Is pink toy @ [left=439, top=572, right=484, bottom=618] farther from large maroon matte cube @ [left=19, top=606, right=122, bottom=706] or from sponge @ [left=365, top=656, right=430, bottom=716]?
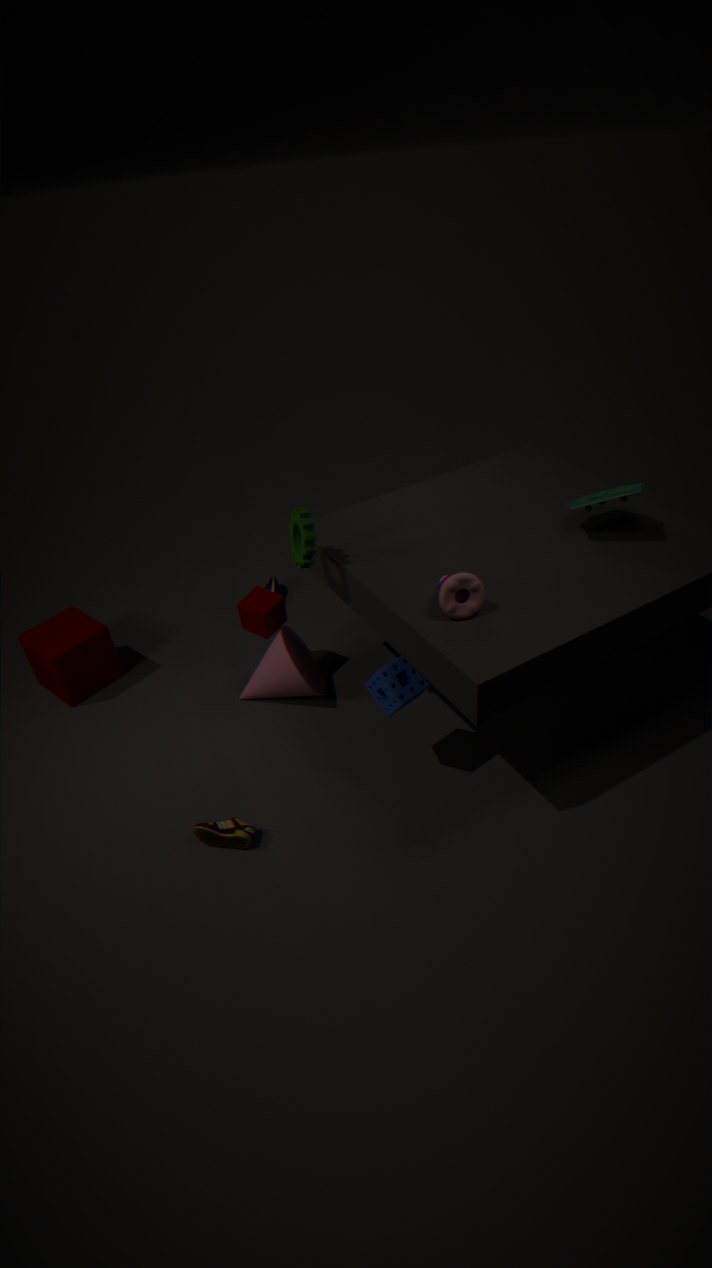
large maroon matte cube @ [left=19, top=606, right=122, bottom=706]
